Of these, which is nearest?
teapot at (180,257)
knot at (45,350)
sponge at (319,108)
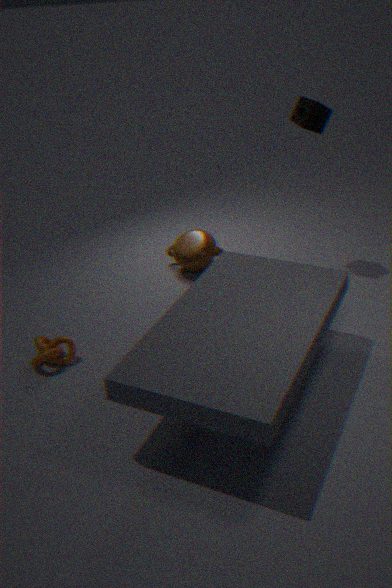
knot at (45,350)
